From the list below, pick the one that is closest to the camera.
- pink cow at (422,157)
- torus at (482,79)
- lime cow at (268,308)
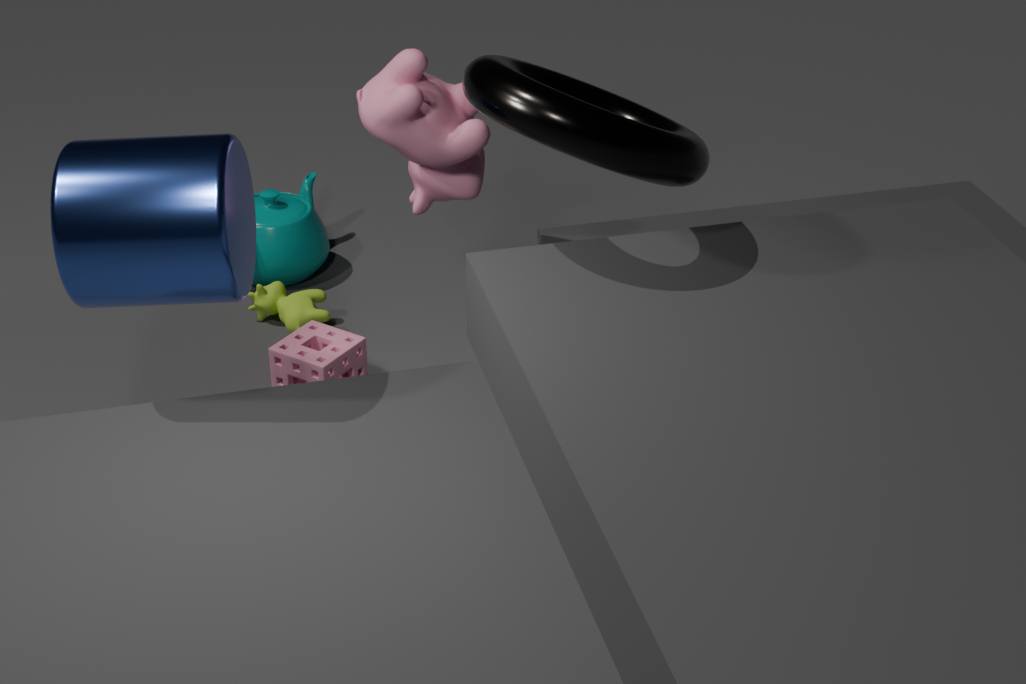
torus at (482,79)
